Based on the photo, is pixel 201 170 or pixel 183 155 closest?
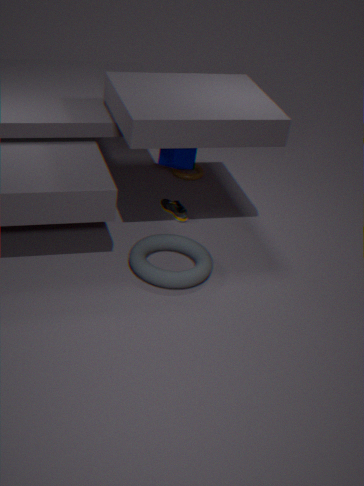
pixel 183 155
